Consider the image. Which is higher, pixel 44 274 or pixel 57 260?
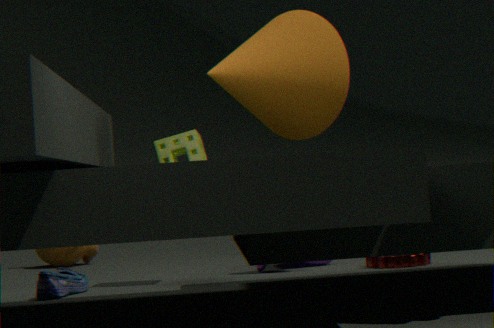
pixel 57 260
